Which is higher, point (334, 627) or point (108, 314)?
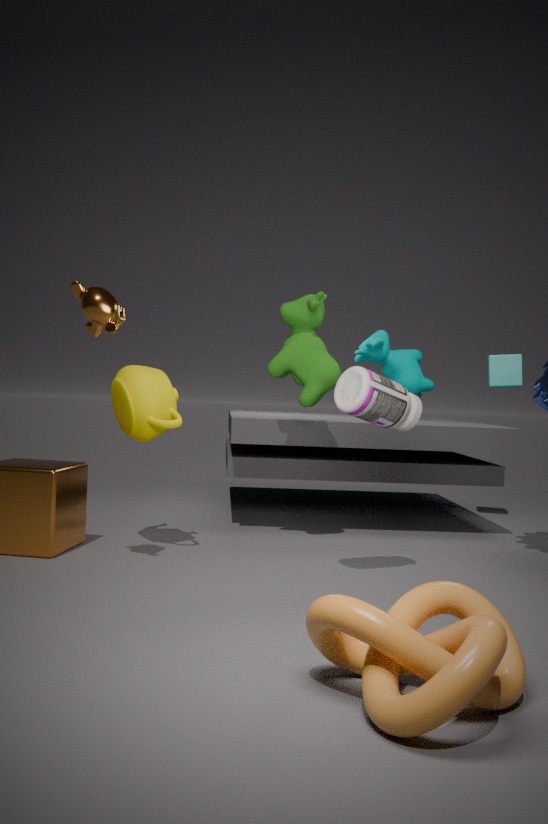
point (108, 314)
